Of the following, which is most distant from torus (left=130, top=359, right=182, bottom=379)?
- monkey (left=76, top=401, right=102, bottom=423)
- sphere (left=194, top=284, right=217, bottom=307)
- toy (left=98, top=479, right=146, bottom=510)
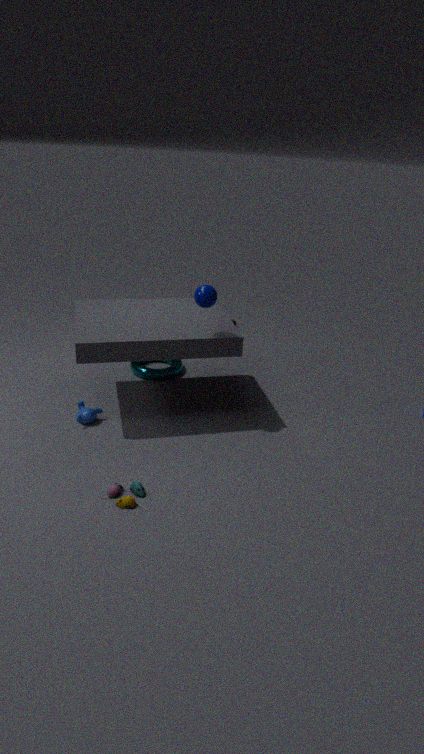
toy (left=98, top=479, right=146, bottom=510)
